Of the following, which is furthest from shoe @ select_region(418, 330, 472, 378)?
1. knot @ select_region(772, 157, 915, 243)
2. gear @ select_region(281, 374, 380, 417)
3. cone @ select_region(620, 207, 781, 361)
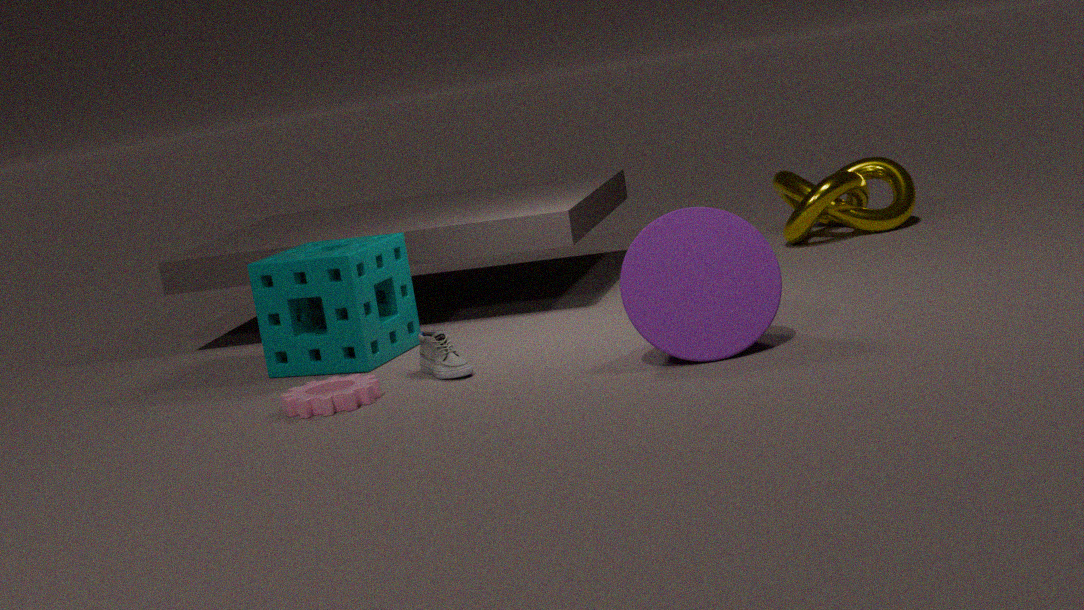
knot @ select_region(772, 157, 915, 243)
